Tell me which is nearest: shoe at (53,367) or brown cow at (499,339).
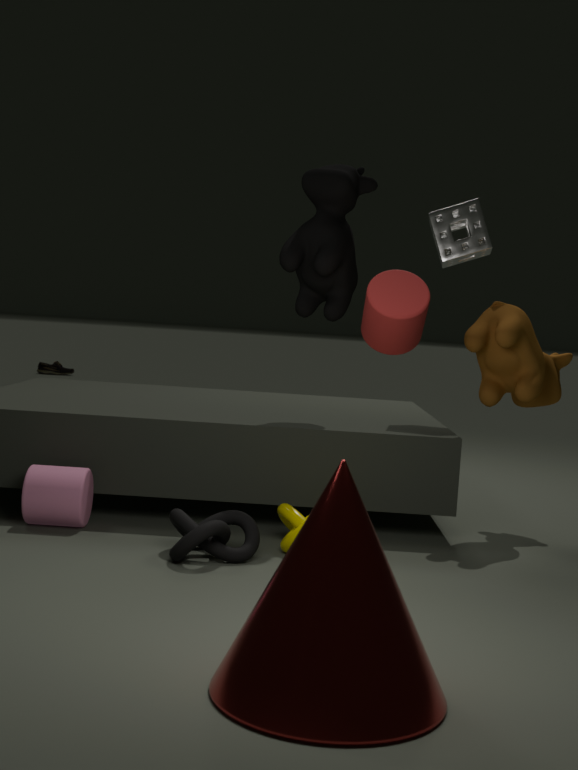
brown cow at (499,339)
